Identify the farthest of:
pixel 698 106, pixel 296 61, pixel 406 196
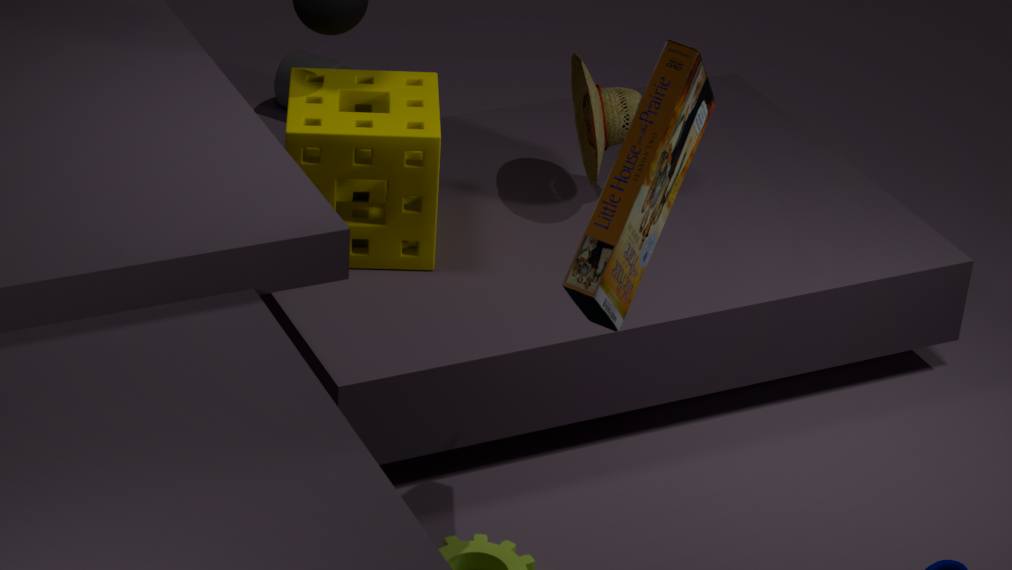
pixel 296 61
